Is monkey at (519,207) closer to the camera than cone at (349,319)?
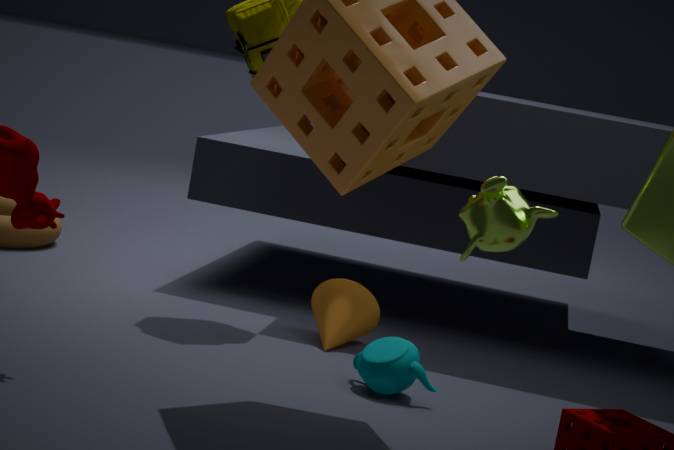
Yes
